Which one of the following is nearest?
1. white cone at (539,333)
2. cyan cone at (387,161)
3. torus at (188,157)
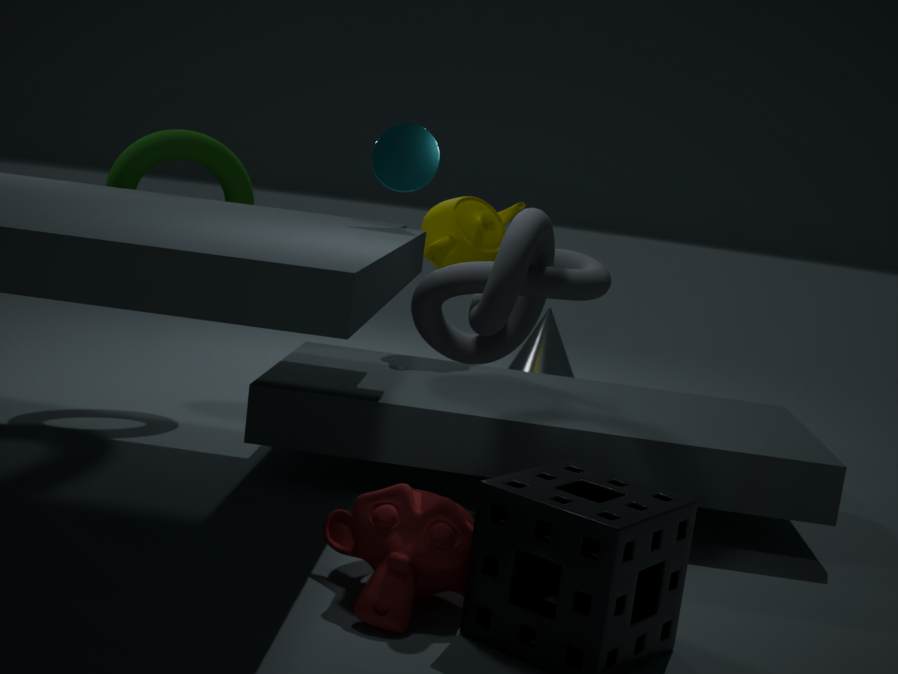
cyan cone at (387,161)
